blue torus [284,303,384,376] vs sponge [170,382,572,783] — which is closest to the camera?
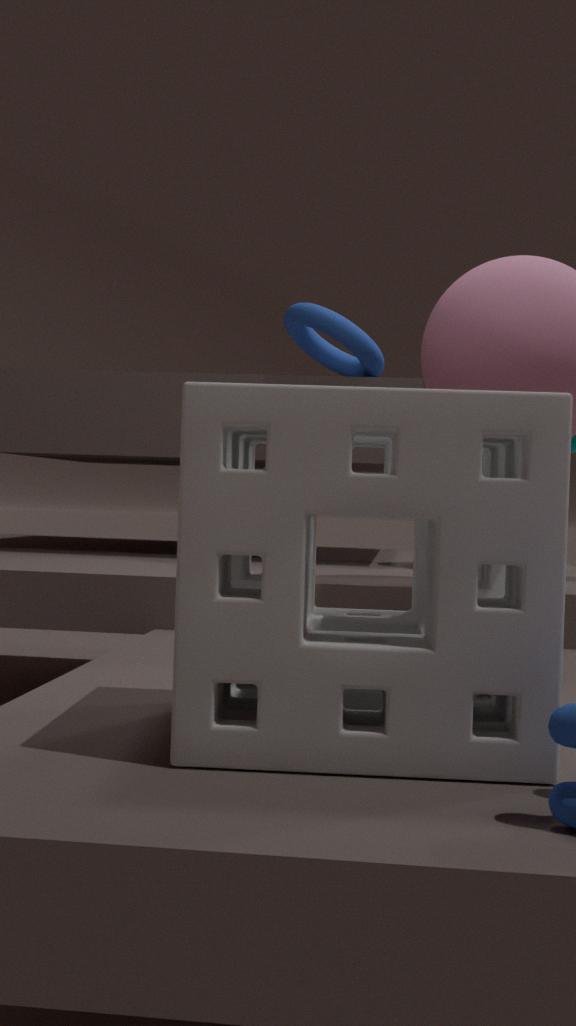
sponge [170,382,572,783]
